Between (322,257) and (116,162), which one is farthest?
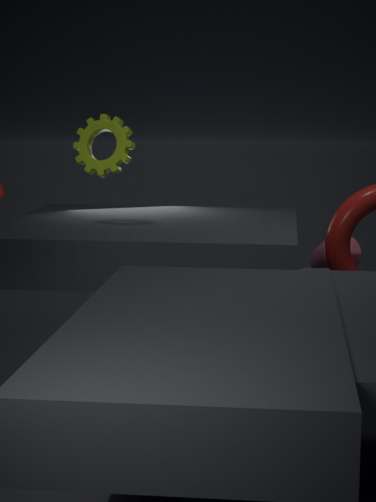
(322,257)
